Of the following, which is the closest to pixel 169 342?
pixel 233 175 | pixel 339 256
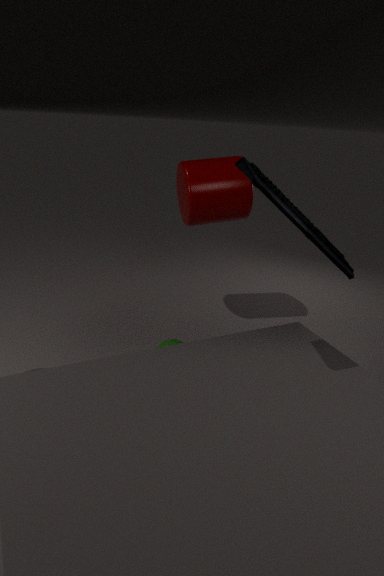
pixel 339 256
